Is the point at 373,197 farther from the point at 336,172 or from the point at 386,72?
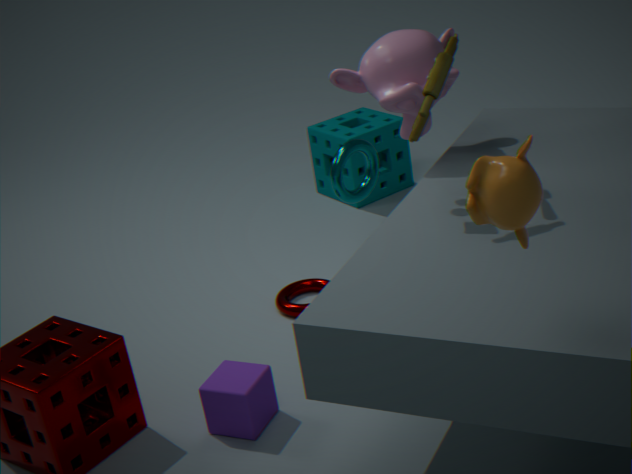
the point at 386,72
